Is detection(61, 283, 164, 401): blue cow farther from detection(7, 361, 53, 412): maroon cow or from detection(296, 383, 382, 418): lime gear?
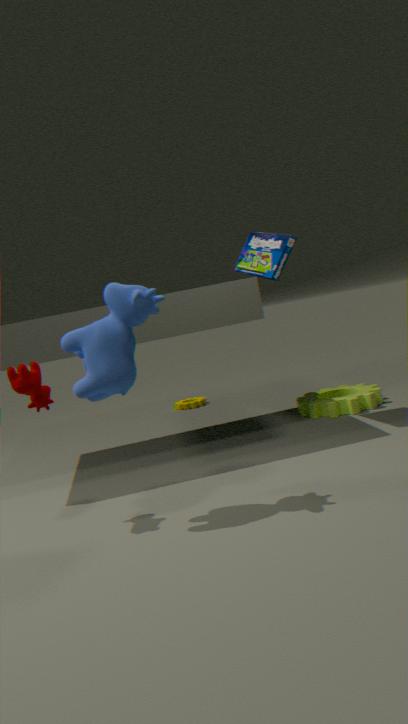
detection(296, 383, 382, 418): lime gear
